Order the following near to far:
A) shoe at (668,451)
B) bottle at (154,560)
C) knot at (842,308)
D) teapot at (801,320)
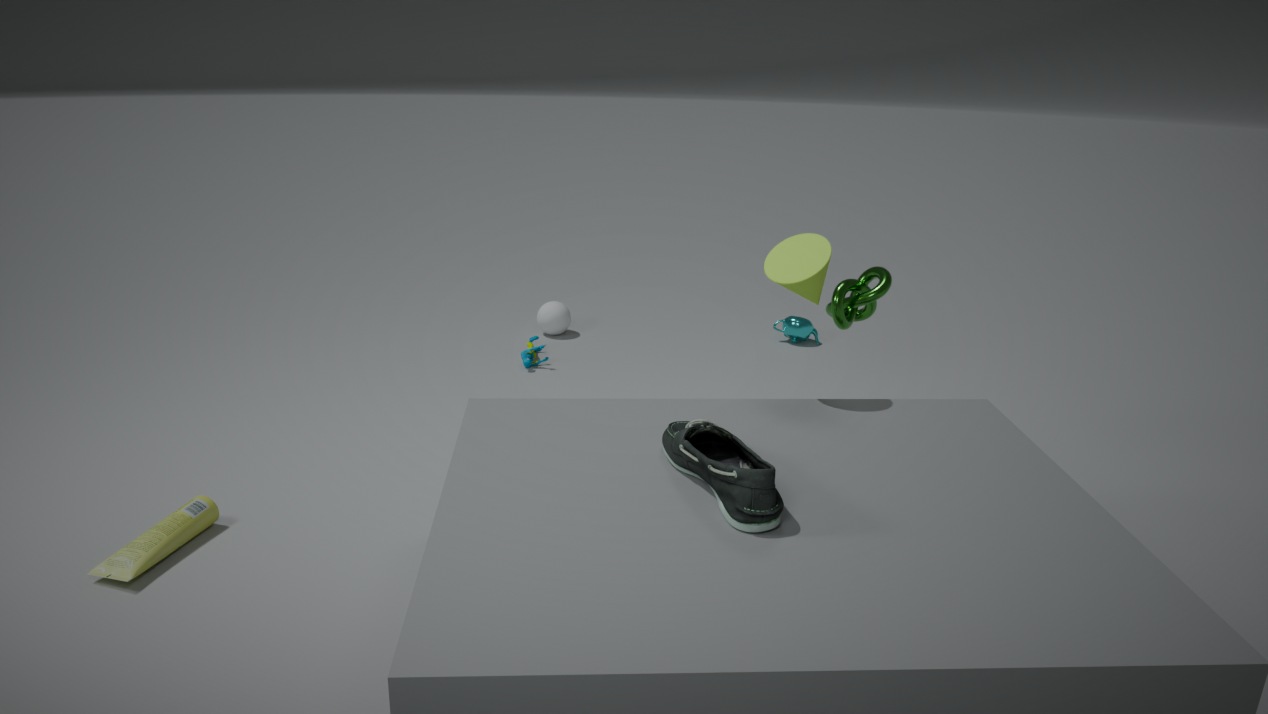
shoe at (668,451) → bottle at (154,560) → knot at (842,308) → teapot at (801,320)
